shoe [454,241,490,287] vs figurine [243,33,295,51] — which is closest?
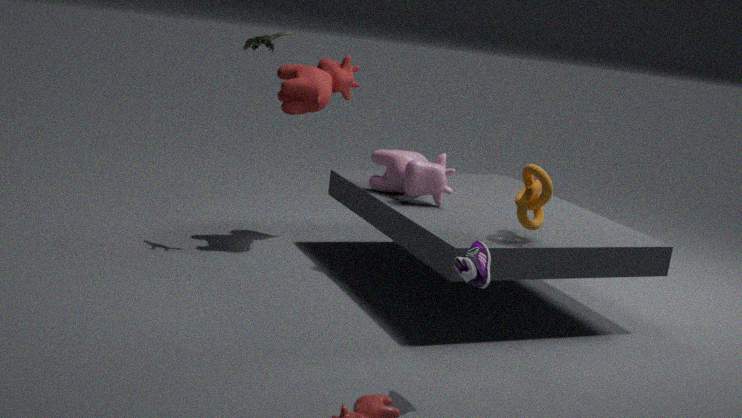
shoe [454,241,490,287]
